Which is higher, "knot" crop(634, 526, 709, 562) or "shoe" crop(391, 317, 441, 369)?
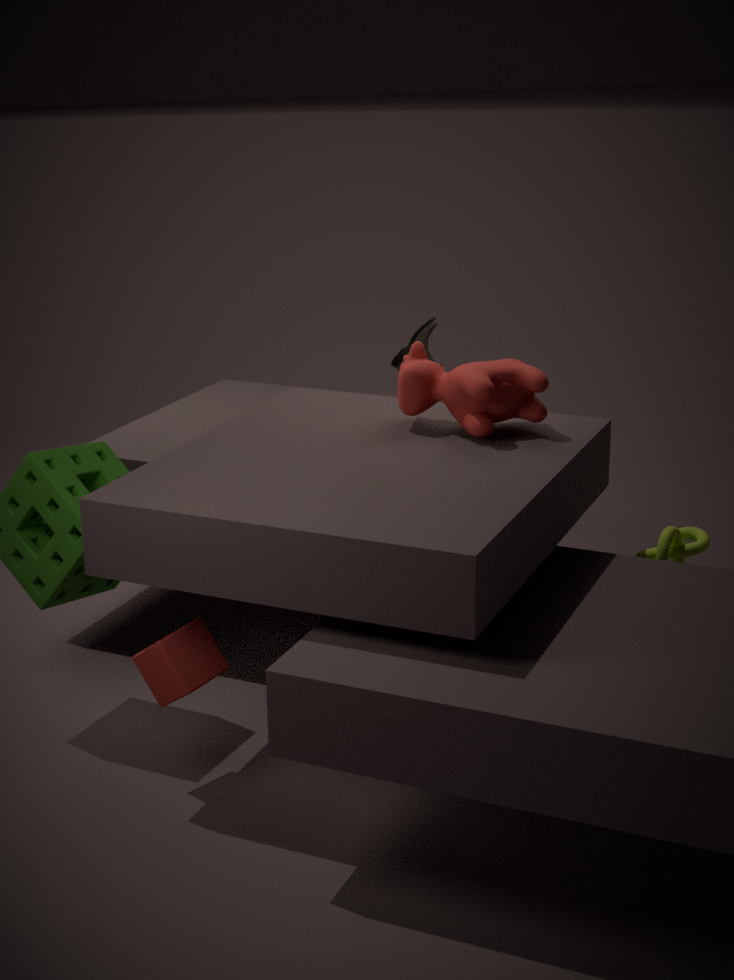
"shoe" crop(391, 317, 441, 369)
